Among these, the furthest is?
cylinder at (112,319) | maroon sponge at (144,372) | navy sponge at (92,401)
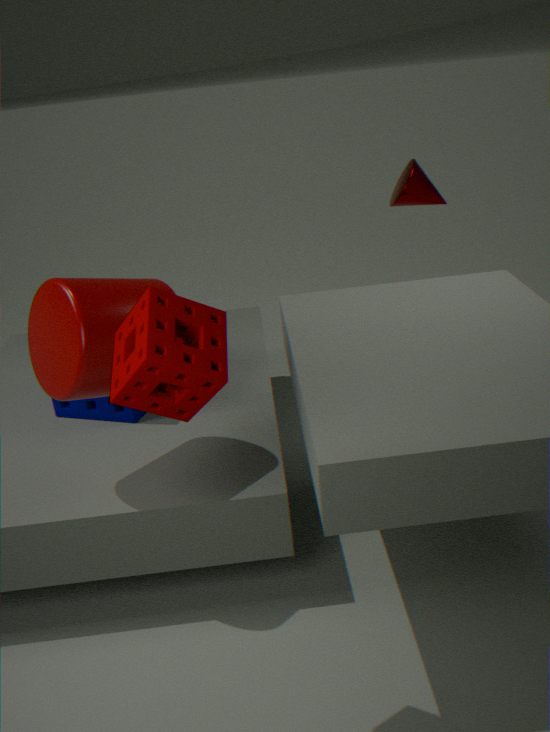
navy sponge at (92,401)
